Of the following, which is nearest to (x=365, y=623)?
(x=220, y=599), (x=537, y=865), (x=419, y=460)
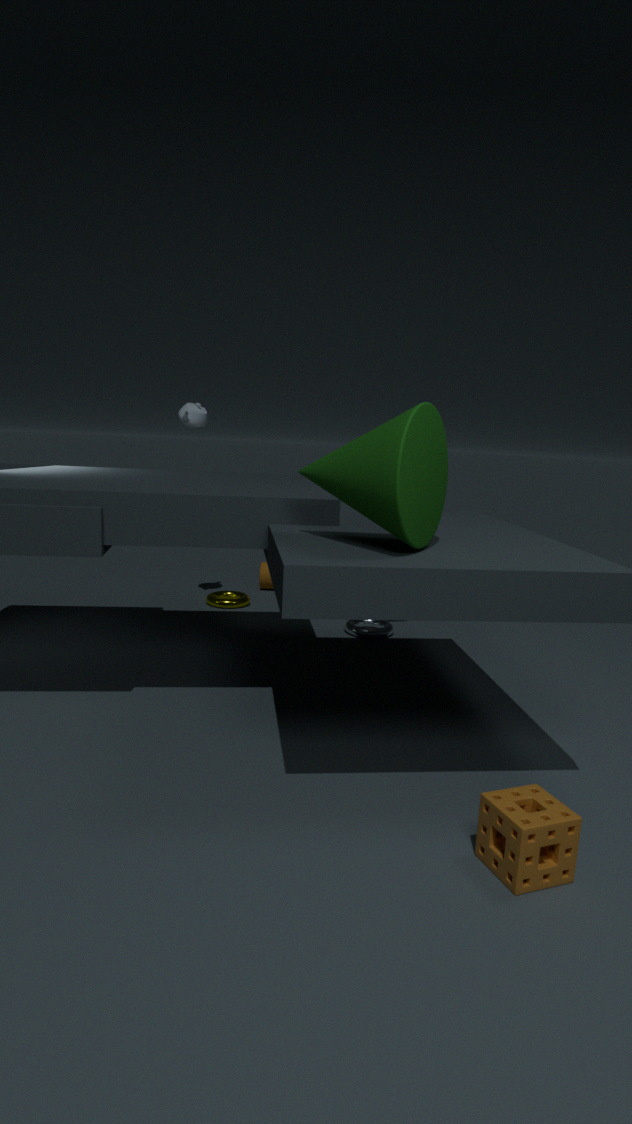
(x=220, y=599)
